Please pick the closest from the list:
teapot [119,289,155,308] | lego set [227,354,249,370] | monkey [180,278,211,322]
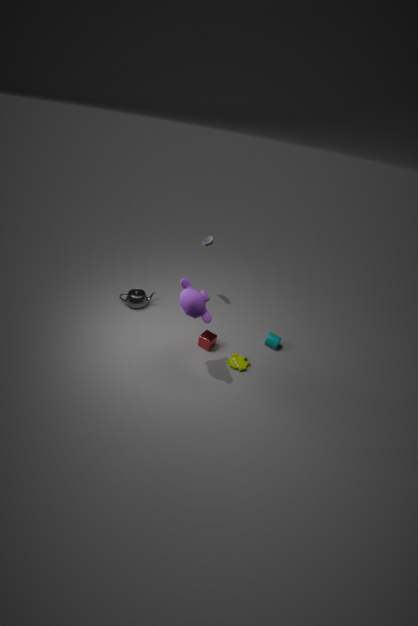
monkey [180,278,211,322]
